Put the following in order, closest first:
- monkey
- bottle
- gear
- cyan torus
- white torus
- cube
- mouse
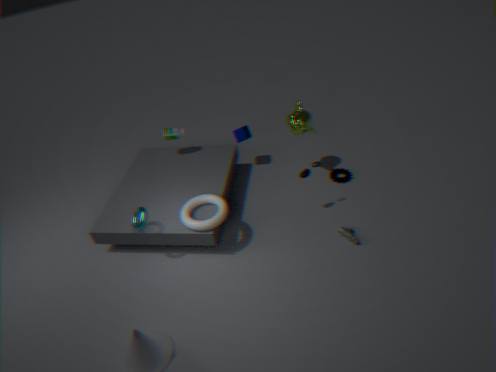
cyan torus, white torus, mouse, monkey, gear, bottle, cube
